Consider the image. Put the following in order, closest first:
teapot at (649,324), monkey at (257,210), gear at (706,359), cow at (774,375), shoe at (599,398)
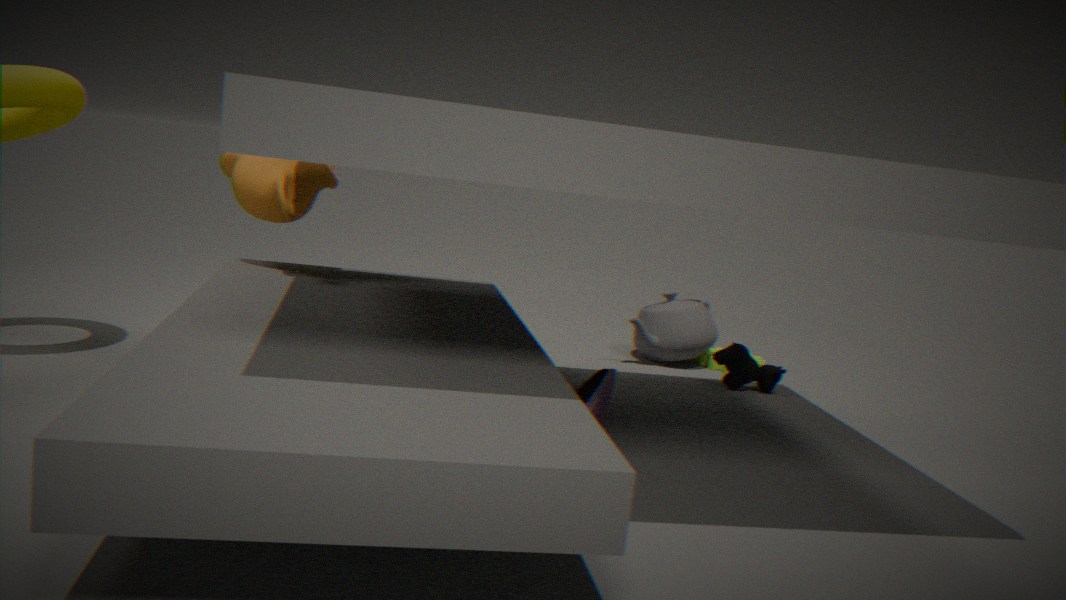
shoe at (599,398) → monkey at (257,210) → cow at (774,375) → teapot at (649,324) → gear at (706,359)
